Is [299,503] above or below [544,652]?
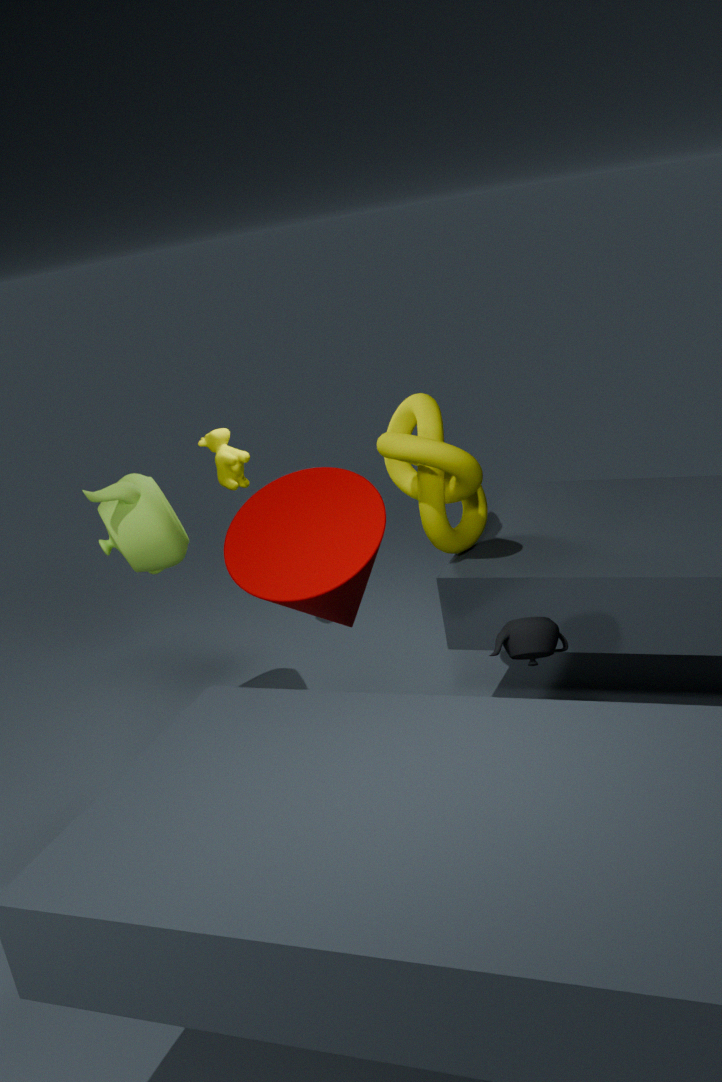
above
